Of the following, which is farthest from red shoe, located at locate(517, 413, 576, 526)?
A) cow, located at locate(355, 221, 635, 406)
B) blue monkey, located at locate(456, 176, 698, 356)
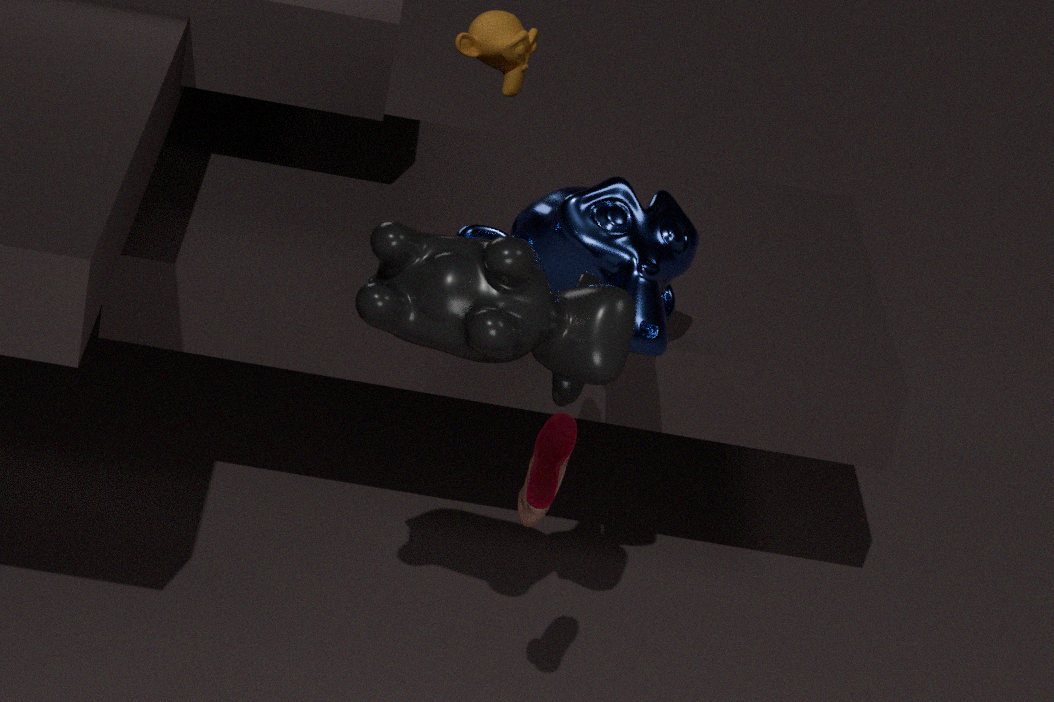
blue monkey, located at locate(456, 176, 698, 356)
